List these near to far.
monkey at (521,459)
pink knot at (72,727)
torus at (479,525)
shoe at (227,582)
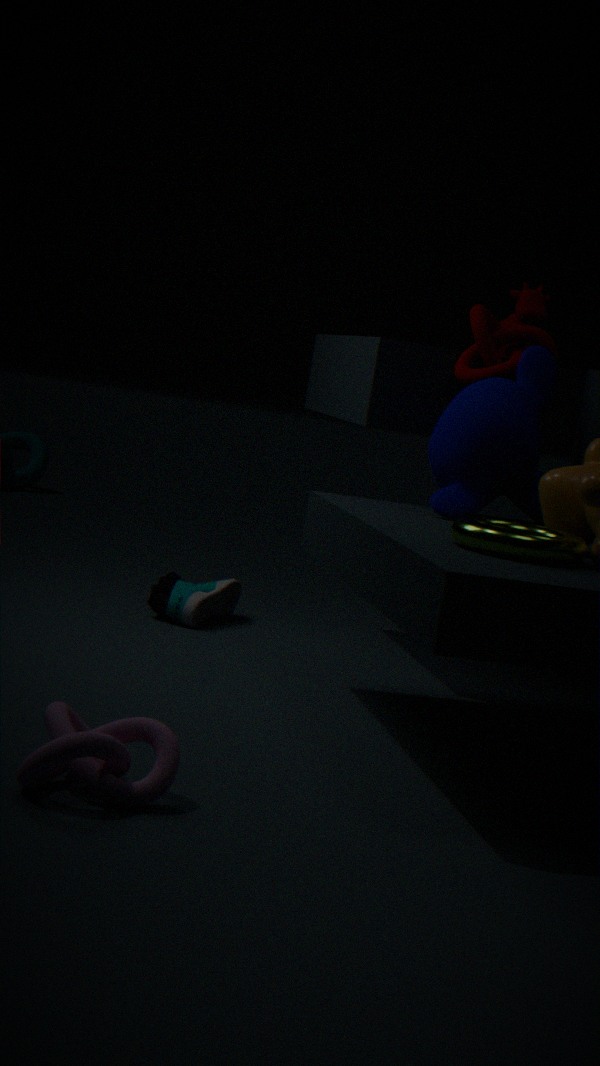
1. pink knot at (72,727)
2. torus at (479,525)
3. monkey at (521,459)
4. shoe at (227,582)
